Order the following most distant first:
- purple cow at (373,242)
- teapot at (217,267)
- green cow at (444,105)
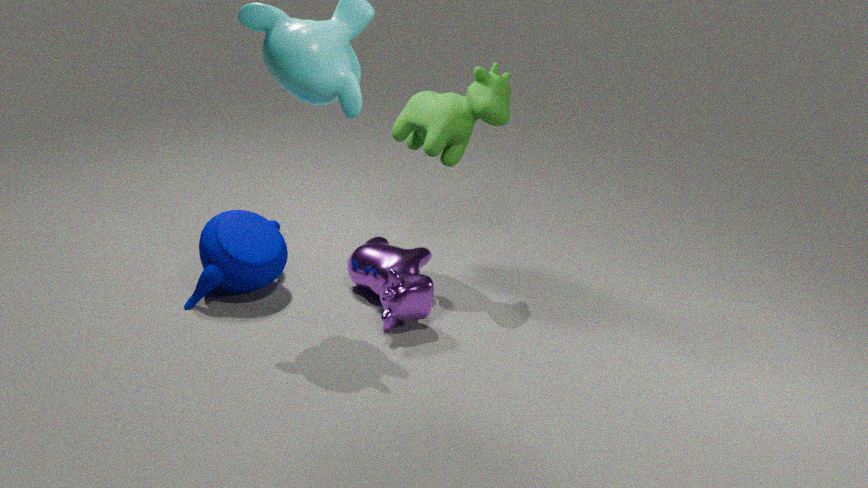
green cow at (444,105)
teapot at (217,267)
purple cow at (373,242)
